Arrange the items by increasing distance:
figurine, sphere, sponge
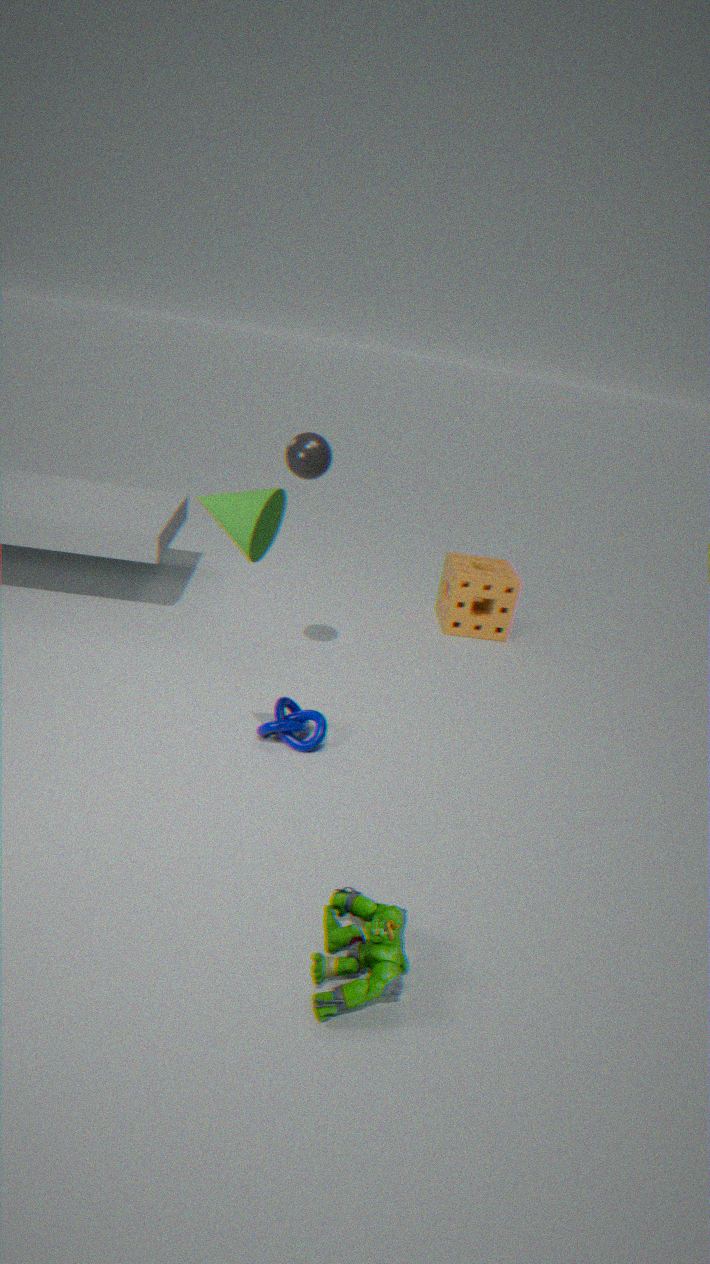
figurine < sphere < sponge
